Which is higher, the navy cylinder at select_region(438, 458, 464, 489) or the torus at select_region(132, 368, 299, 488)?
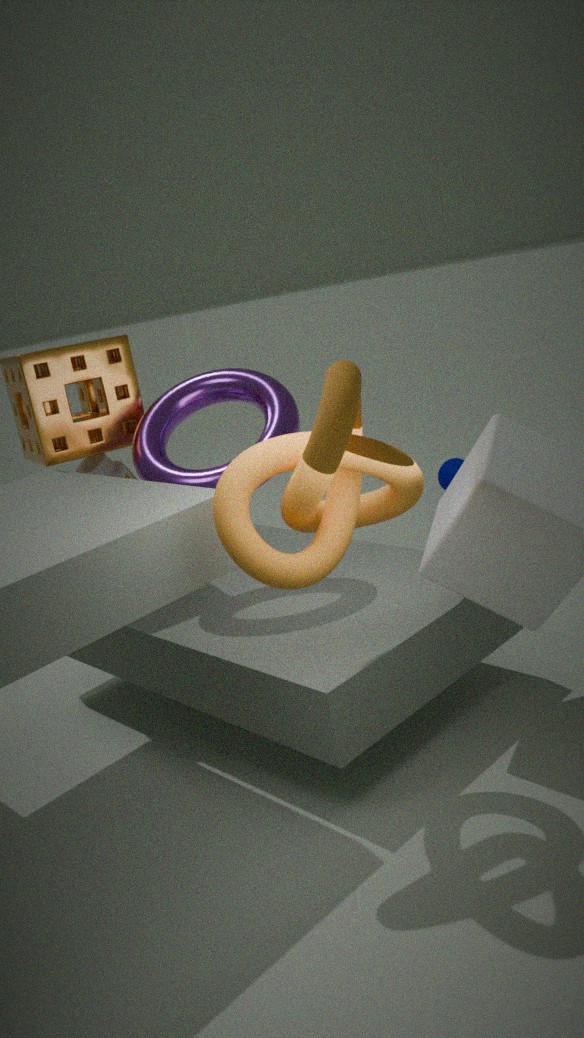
Answer: the torus at select_region(132, 368, 299, 488)
